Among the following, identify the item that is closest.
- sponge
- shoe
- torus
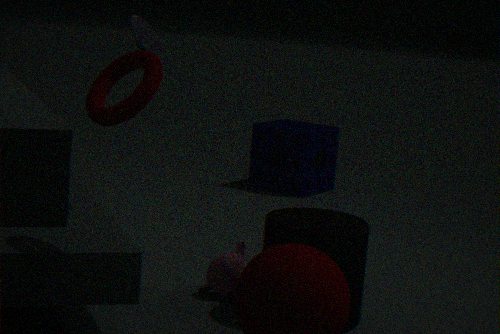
torus
